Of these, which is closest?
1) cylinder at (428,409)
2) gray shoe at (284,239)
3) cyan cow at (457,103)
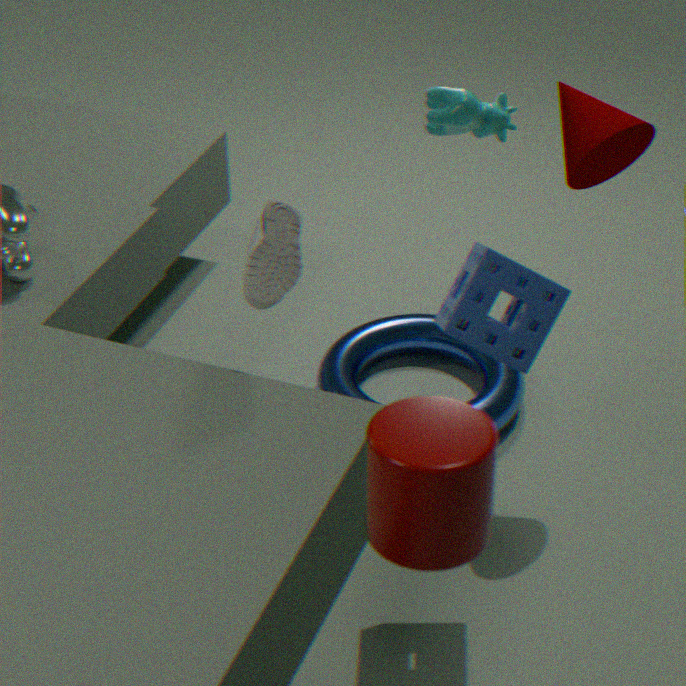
1. cylinder at (428,409)
